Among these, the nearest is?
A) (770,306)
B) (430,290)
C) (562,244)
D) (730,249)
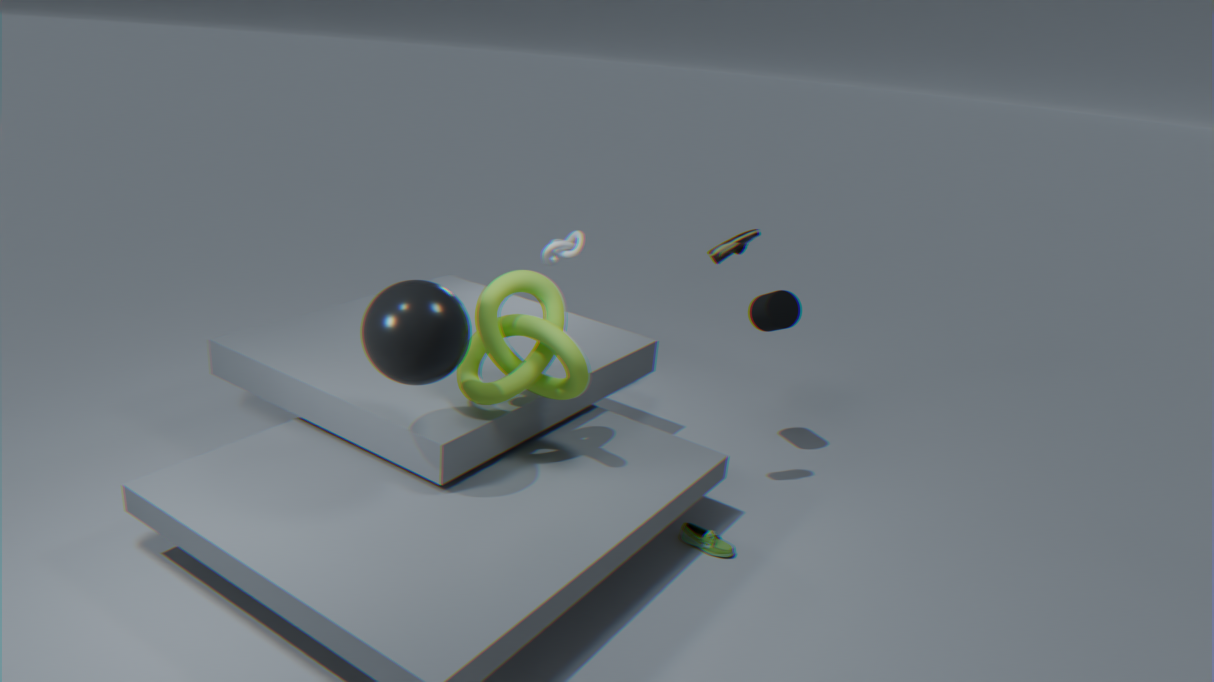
(430,290)
